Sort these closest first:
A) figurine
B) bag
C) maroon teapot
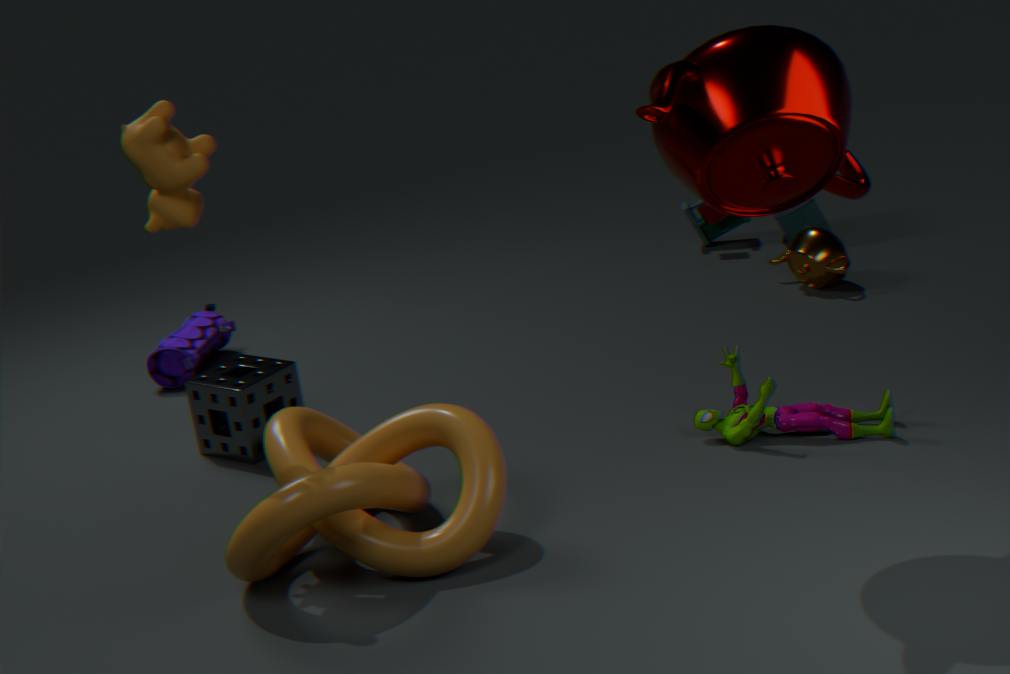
1. maroon teapot
2. figurine
3. bag
